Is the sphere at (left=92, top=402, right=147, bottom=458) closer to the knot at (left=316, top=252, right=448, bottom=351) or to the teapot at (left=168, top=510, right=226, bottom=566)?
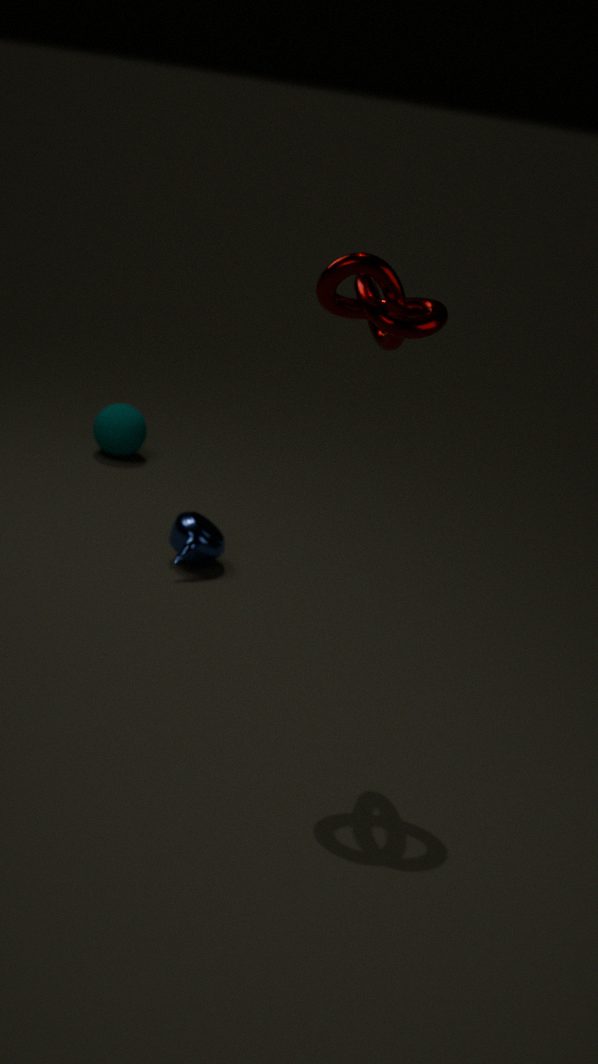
the teapot at (left=168, top=510, right=226, bottom=566)
